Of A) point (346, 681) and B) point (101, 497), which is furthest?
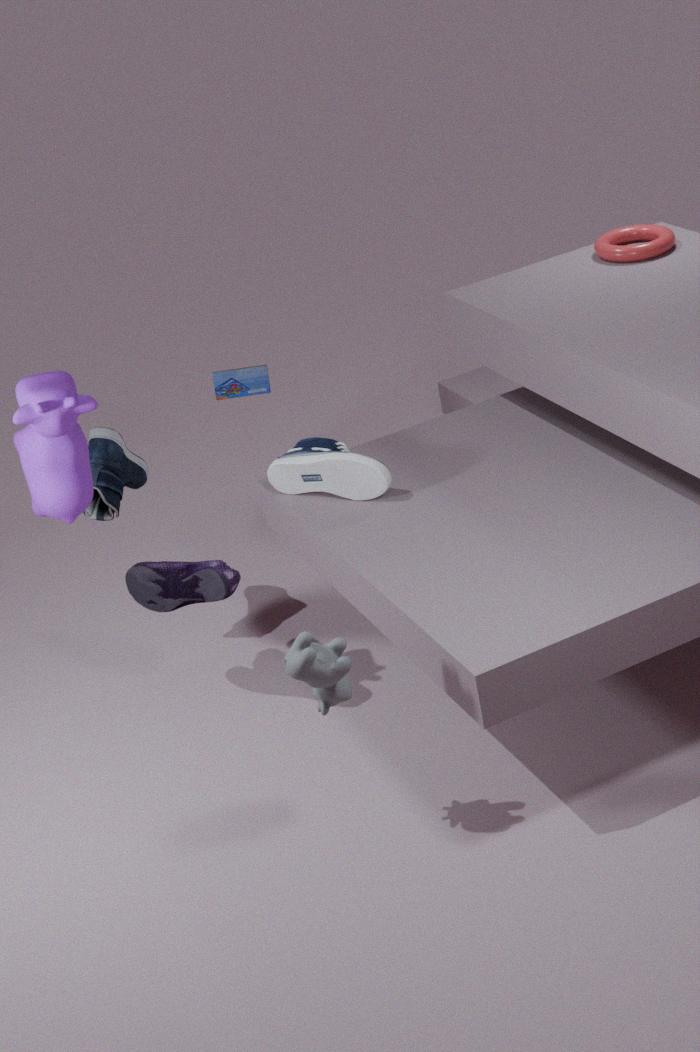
B. point (101, 497)
